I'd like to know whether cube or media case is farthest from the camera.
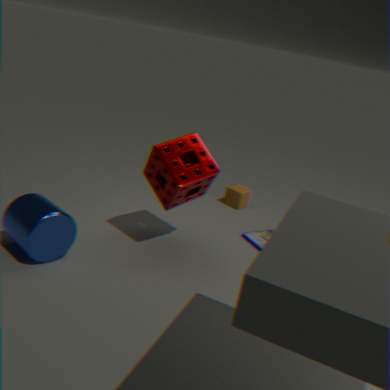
cube
